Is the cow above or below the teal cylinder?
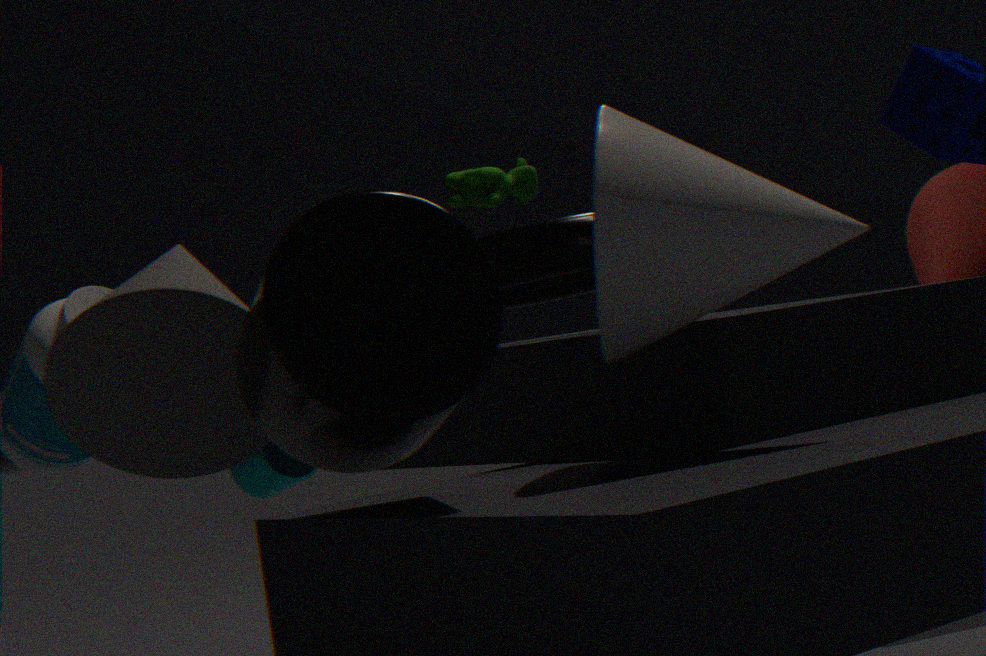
above
